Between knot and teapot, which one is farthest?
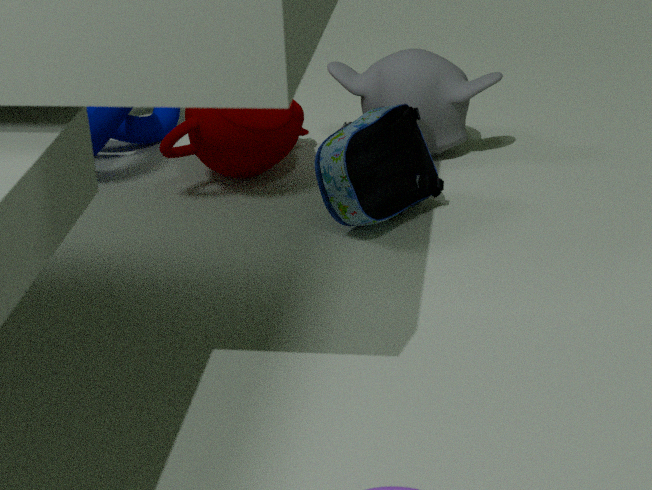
knot
